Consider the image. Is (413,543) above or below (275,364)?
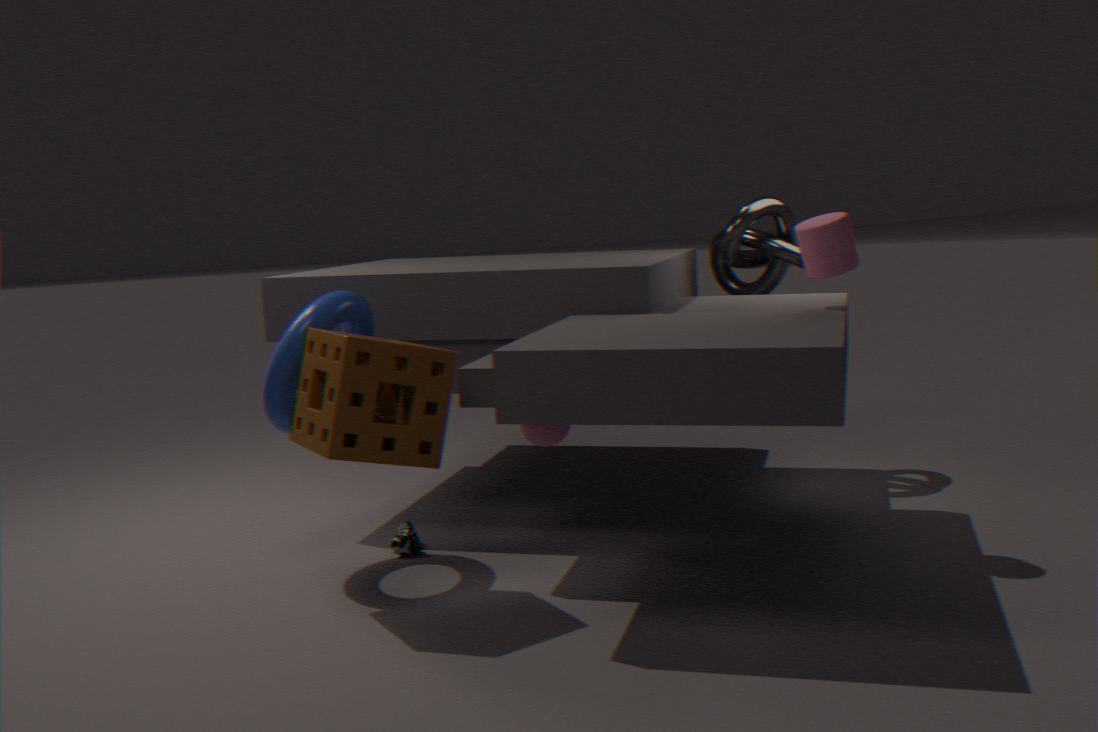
below
